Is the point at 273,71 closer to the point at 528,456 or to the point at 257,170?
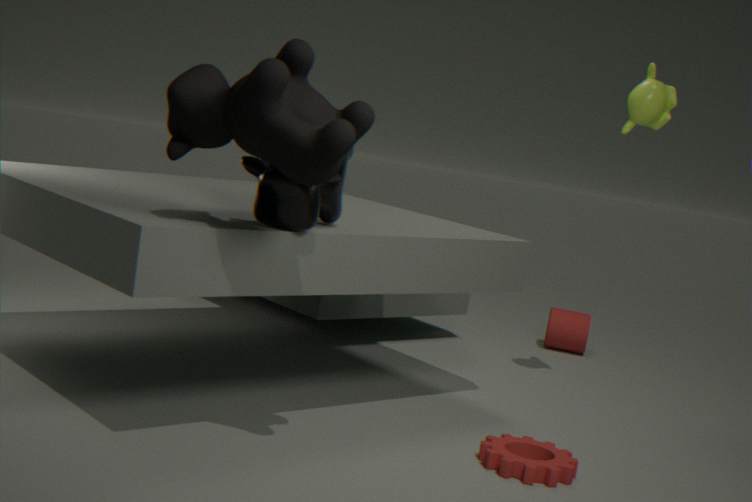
the point at 257,170
